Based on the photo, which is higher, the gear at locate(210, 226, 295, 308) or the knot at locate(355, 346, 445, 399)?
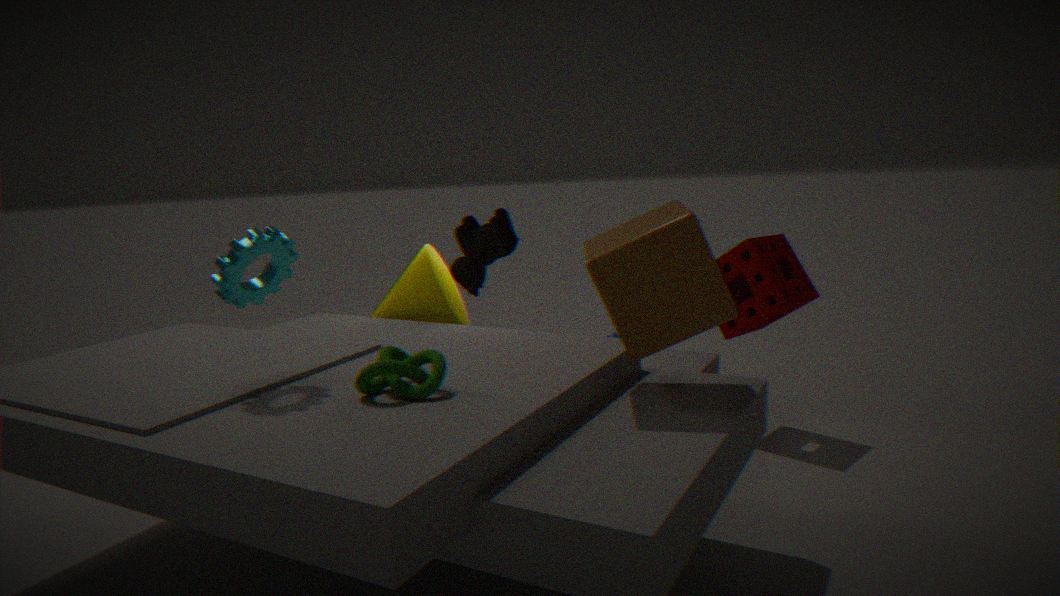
the gear at locate(210, 226, 295, 308)
